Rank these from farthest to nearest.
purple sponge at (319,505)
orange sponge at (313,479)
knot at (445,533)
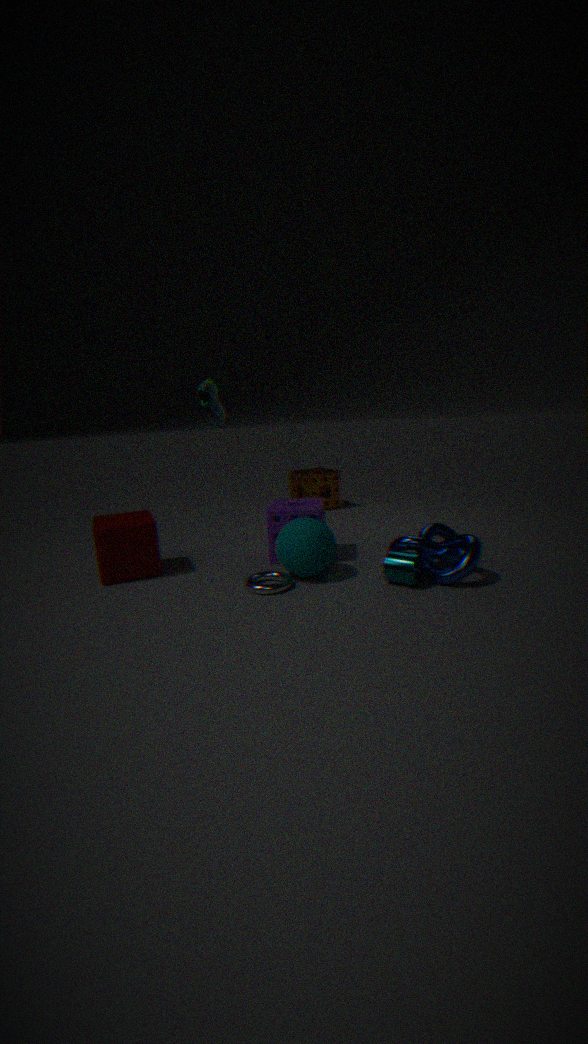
orange sponge at (313,479) < purple sponge at (319,505) < knot at (445,533)
